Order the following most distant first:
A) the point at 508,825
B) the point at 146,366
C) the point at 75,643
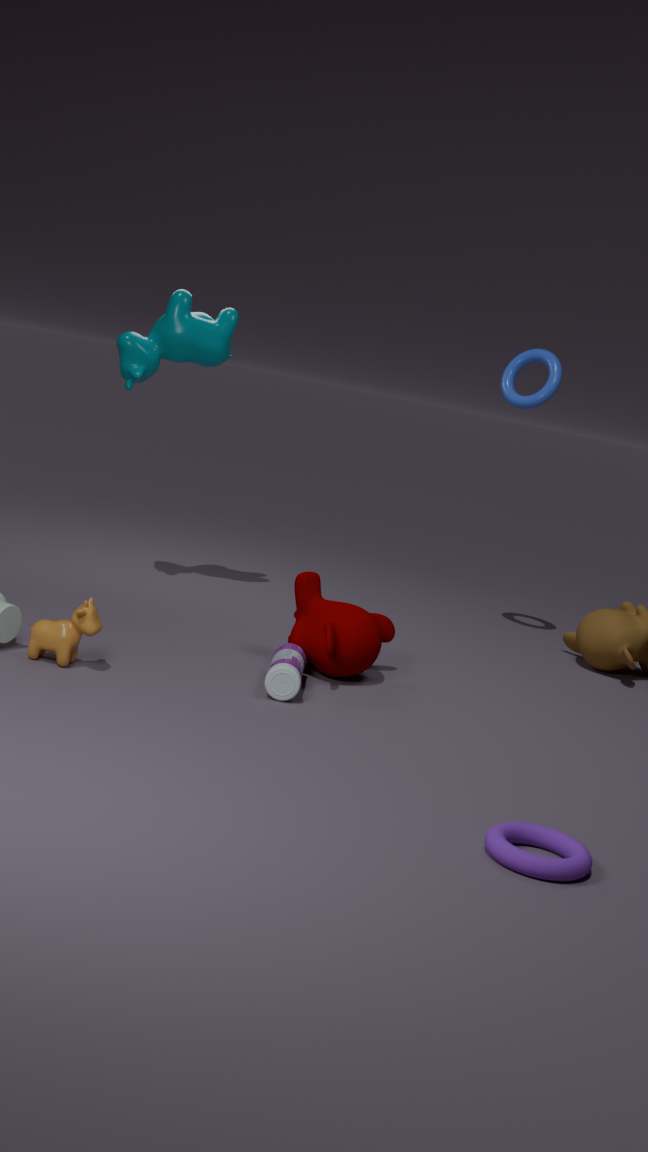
B. the point at 146,366
C. the point at 75,643
A. the point at 508,825
